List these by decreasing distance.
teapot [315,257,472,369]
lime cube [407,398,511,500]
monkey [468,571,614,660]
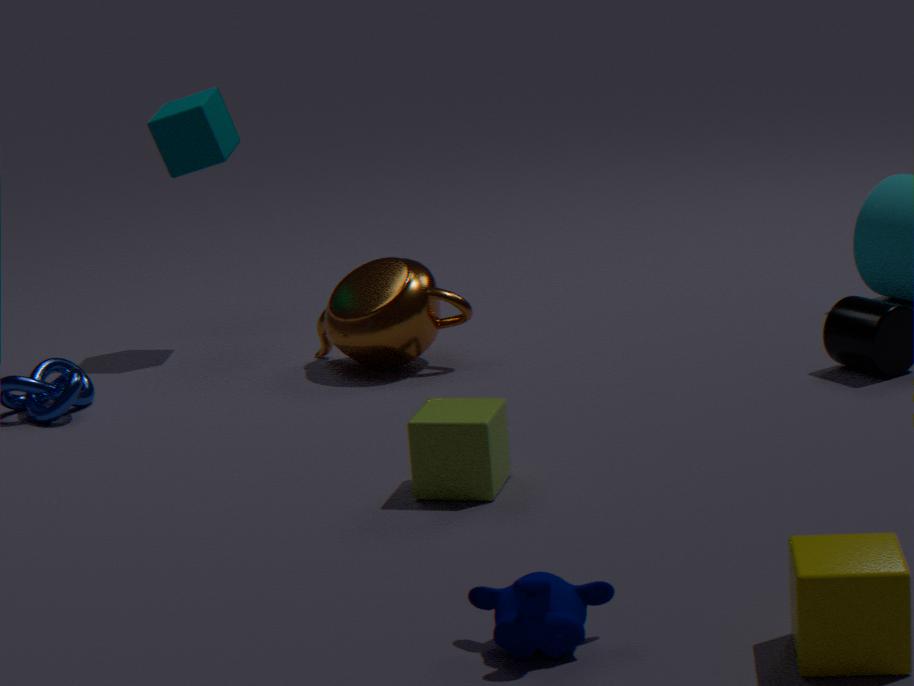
teapot [315,257,472,369], lime cube [407,398,511,500], monkey [468,571,614,660]
